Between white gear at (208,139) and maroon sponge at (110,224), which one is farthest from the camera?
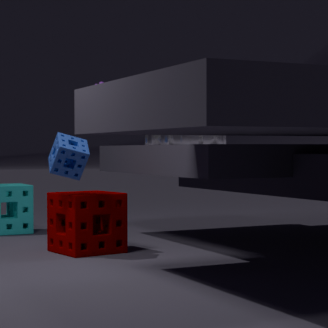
white gear at (208,139)
